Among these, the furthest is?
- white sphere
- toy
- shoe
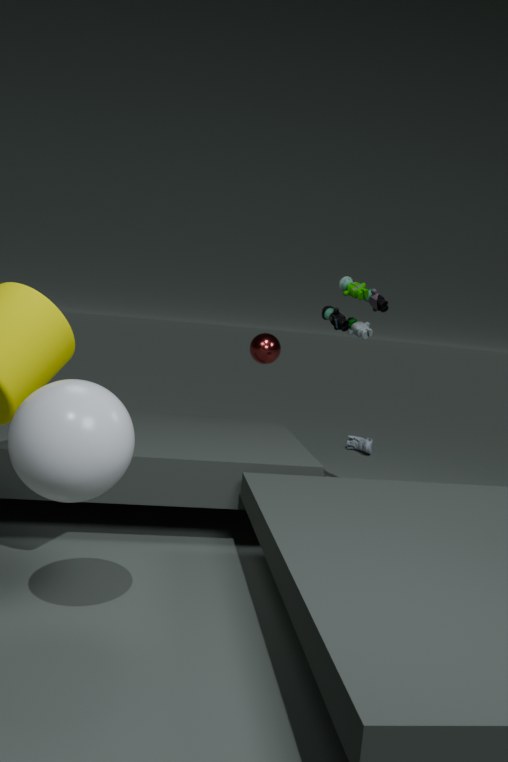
shoe
